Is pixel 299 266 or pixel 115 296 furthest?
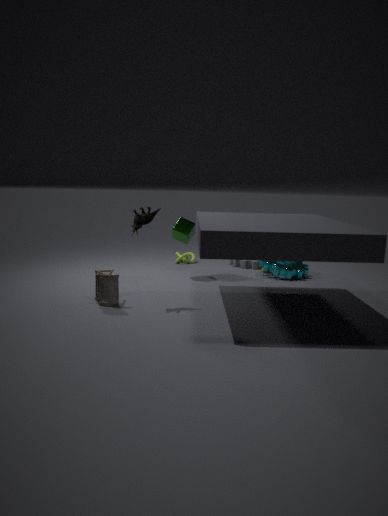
pixel 299 266
